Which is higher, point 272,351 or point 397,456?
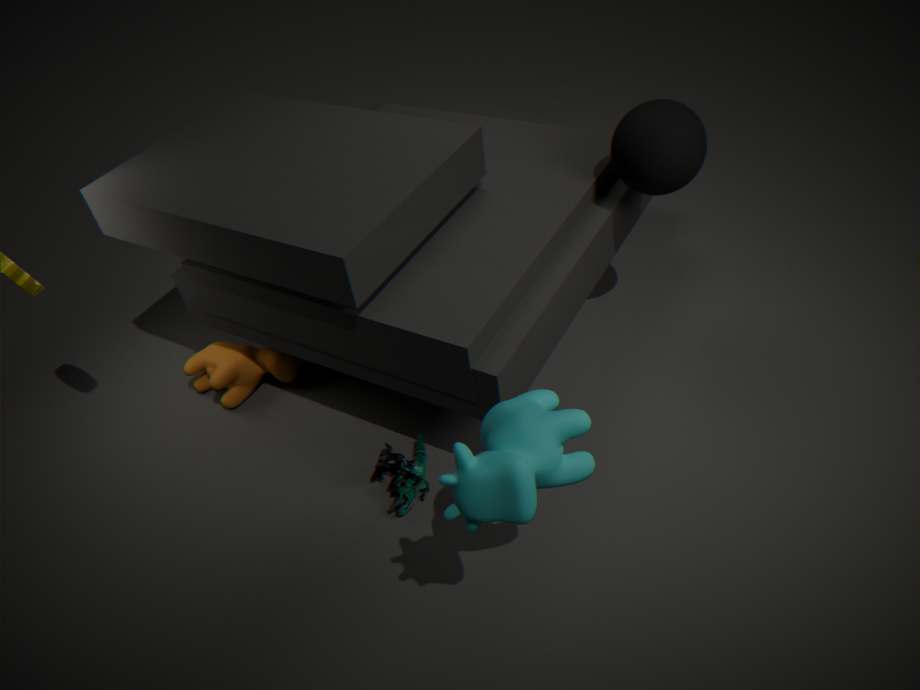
point 272,351
